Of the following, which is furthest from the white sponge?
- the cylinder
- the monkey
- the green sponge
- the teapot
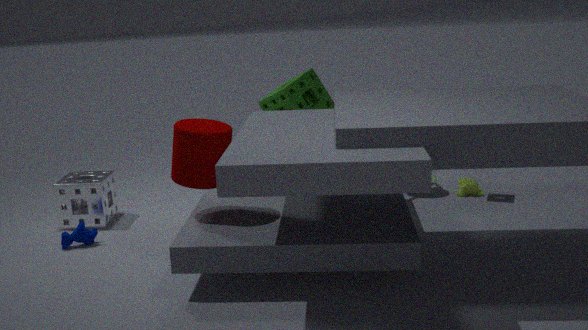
the monkey
